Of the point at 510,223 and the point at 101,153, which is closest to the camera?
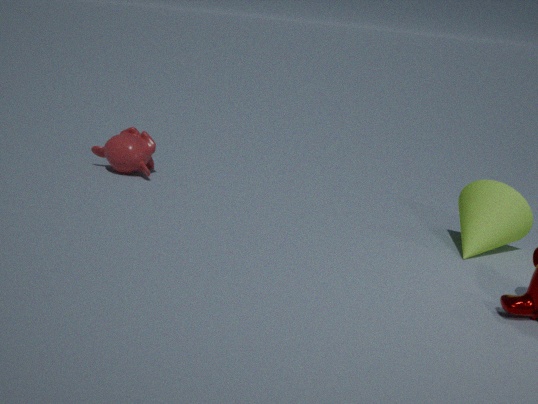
the point at 510,223
